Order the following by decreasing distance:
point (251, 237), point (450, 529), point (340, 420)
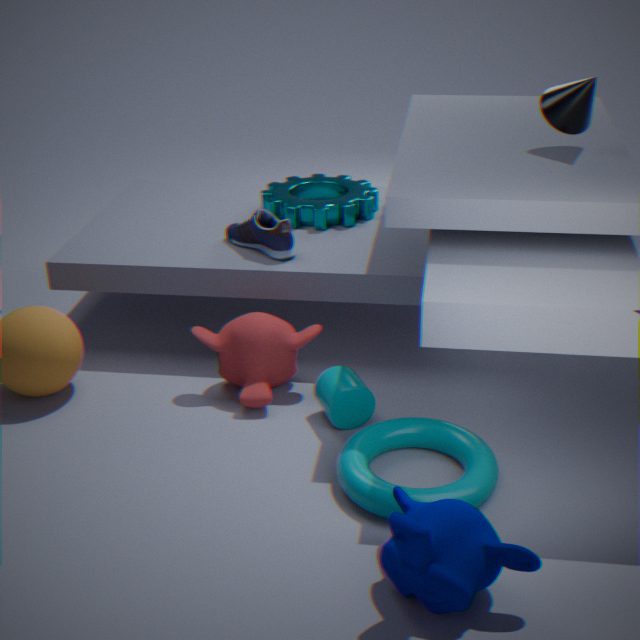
point (251, 237) < point (340, 420) < point (450, 529)
